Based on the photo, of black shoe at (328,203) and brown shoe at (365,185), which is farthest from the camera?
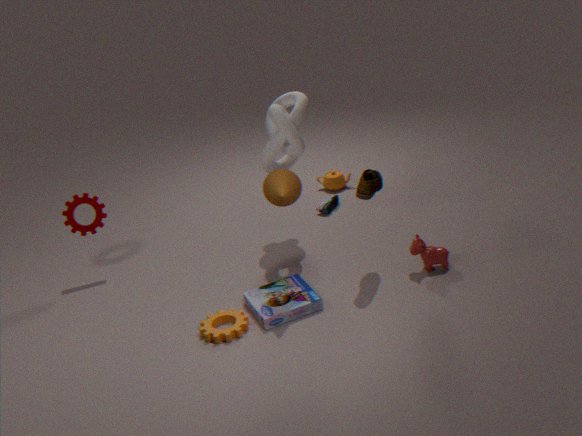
black shoe at (328,203)
